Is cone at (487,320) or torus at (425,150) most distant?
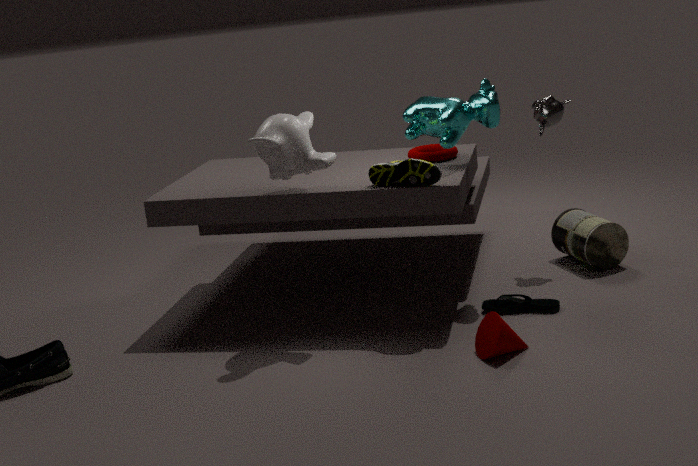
torus at (425,150)
